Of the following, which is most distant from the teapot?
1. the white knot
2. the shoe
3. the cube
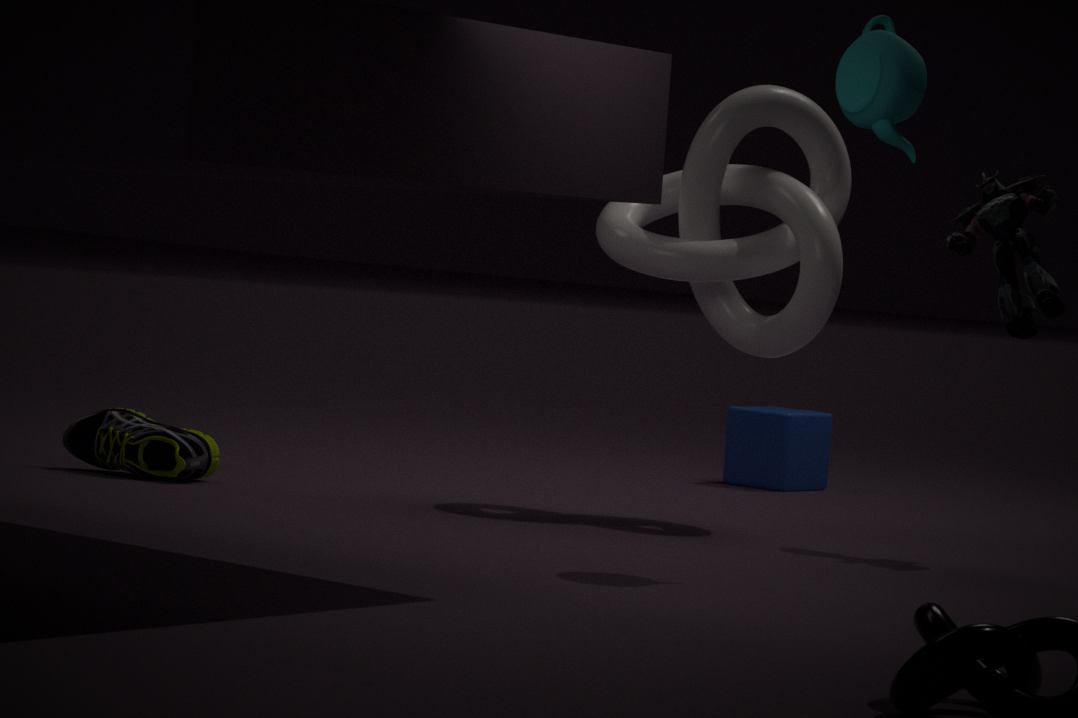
the cube
